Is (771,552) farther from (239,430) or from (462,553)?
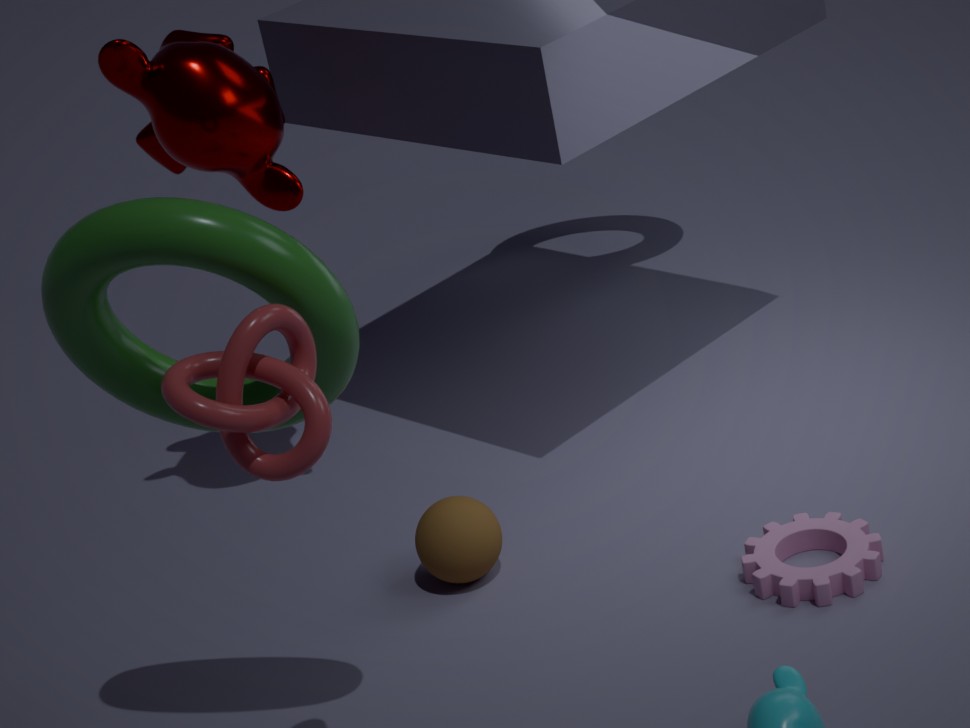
(239,430)
